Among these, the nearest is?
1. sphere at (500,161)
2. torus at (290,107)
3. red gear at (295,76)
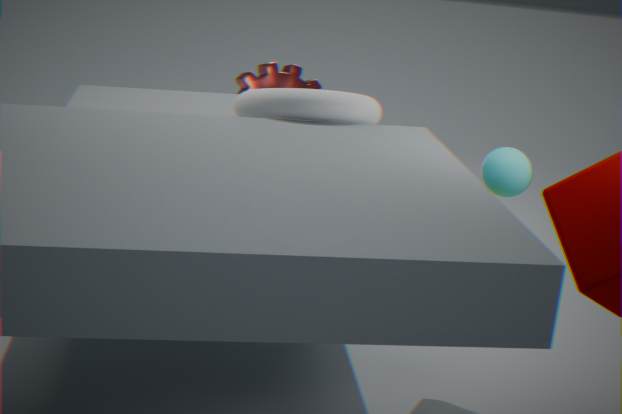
torus at (290,107)
